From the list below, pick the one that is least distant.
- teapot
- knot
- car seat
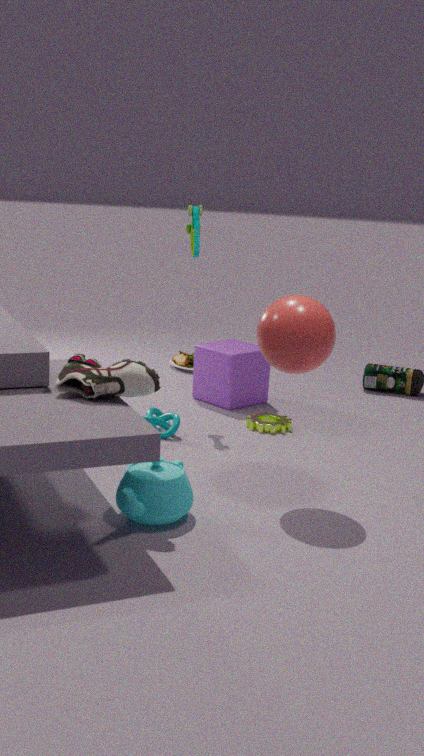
teapot
